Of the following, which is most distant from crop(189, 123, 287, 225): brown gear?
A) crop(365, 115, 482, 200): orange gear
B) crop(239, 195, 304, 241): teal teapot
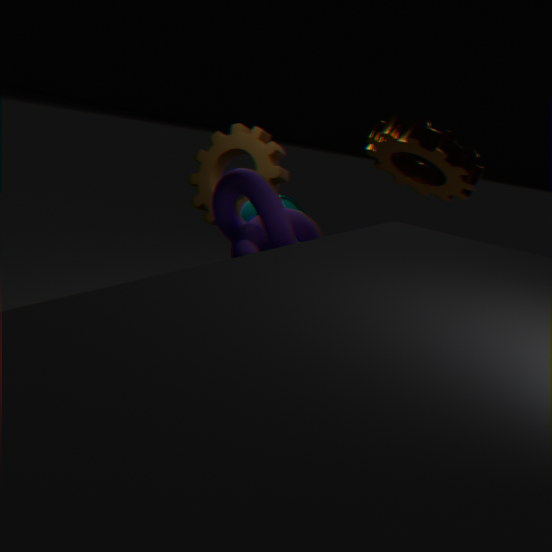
crop(365, 115, 482, 200): orange gear
